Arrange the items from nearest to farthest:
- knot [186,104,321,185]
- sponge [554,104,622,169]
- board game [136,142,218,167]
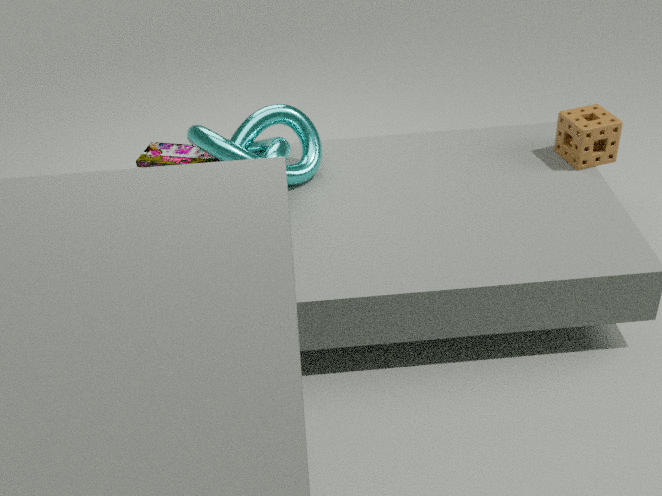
knot [186,104,321,185] < sponge [554,104,622,169] < board game [136,142,218,167]
